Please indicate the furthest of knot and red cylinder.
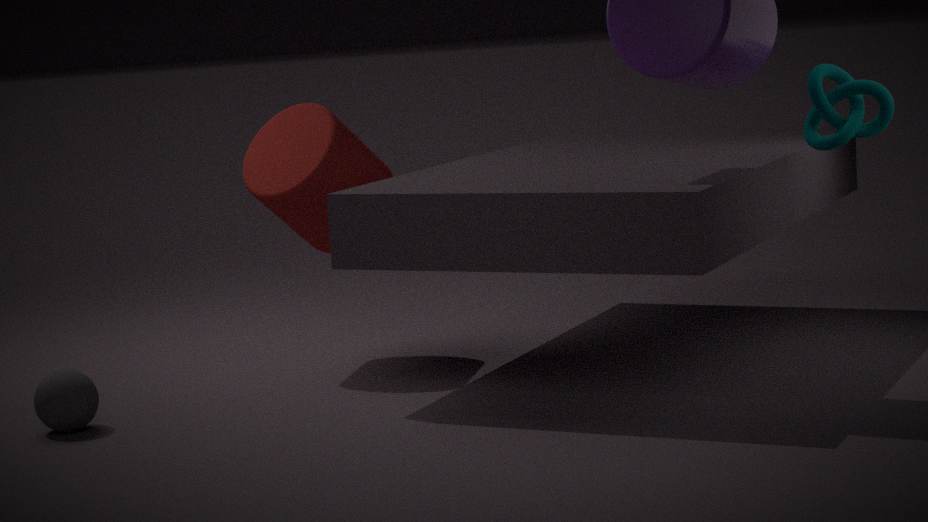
red cylinder
